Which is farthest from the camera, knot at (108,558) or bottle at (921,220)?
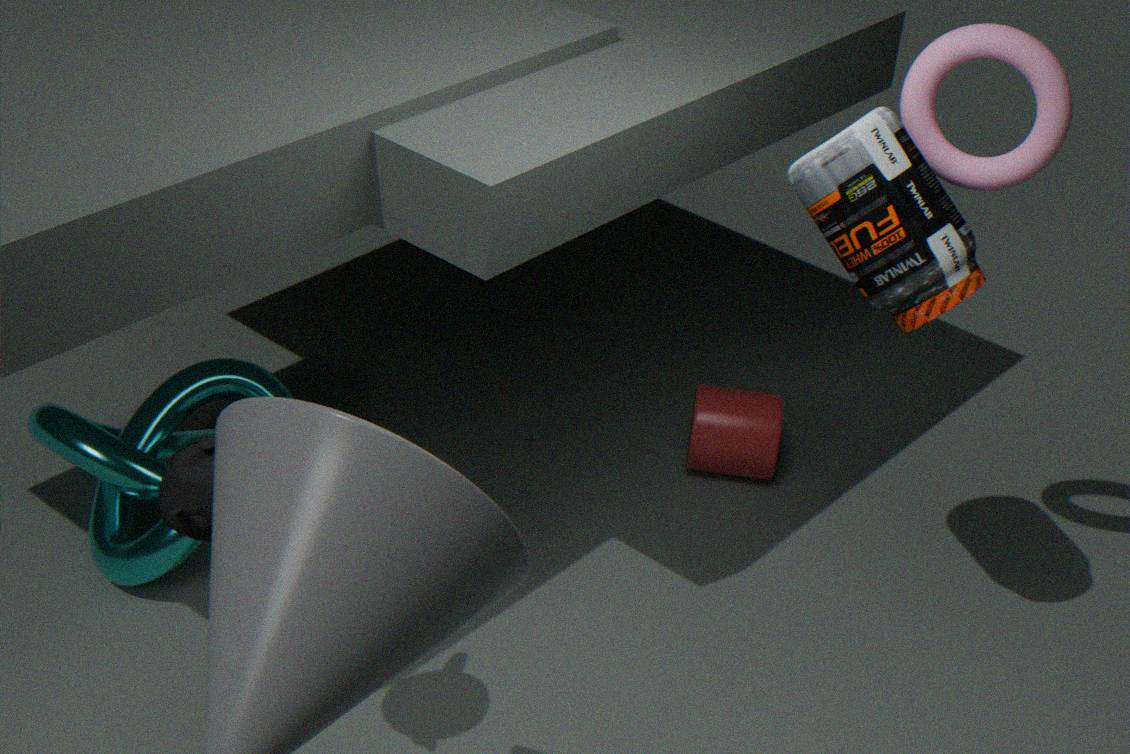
knot at (108,558)
